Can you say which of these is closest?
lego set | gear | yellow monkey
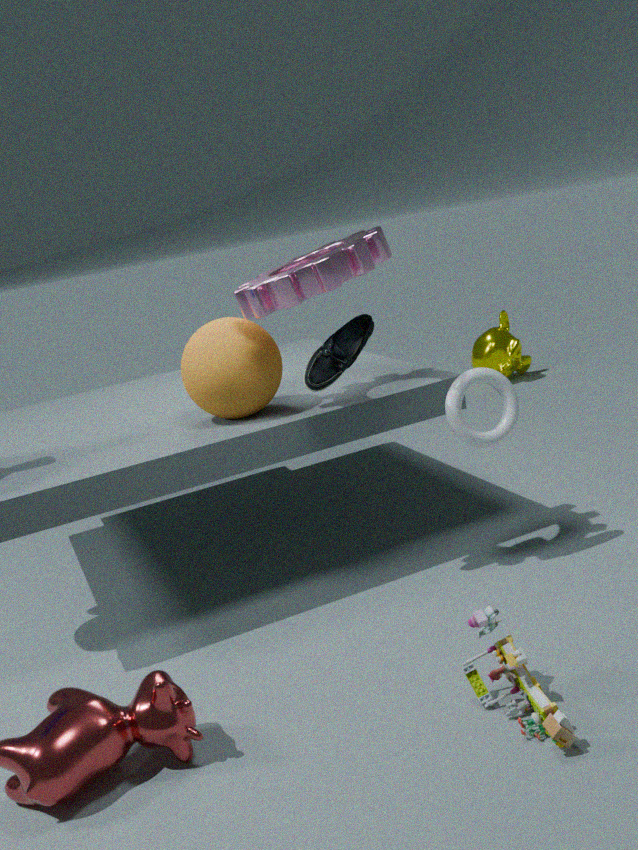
lego set
